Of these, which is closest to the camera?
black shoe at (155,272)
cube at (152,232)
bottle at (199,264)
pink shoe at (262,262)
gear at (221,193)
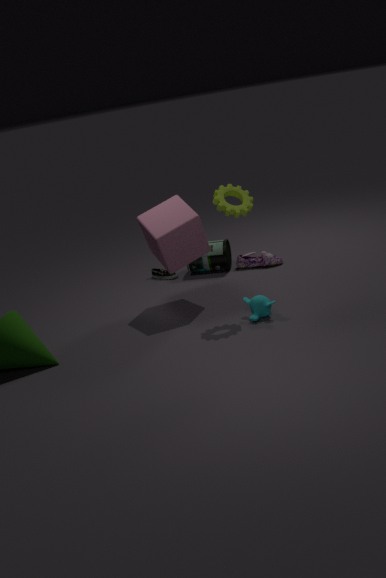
gear at (221,193)
